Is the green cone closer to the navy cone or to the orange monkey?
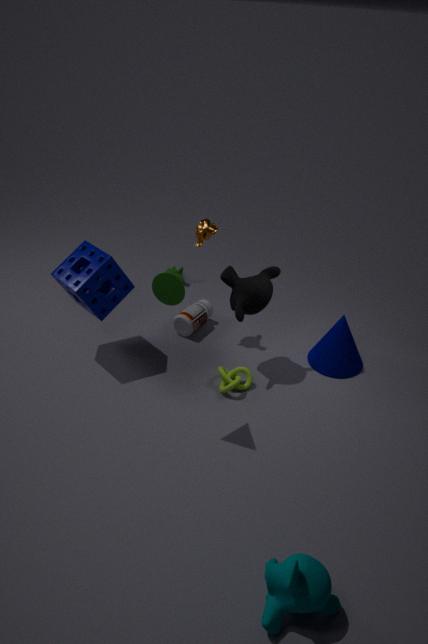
the orange monkey
